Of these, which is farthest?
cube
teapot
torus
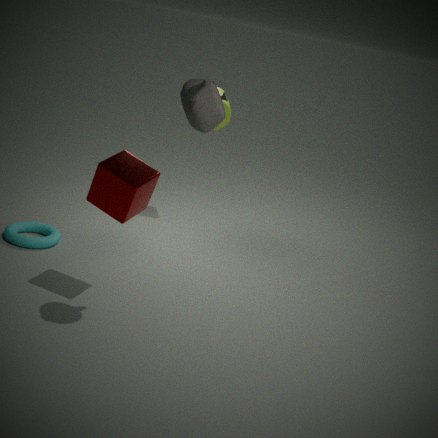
torus
